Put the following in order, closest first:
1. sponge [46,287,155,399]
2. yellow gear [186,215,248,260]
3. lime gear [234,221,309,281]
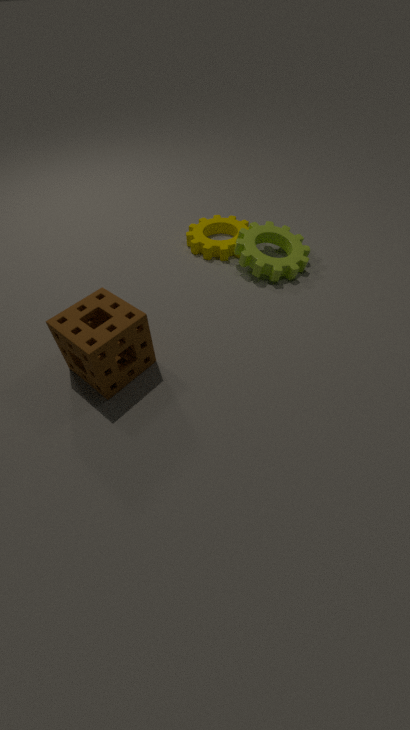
sponge [46,287,155,399] < lime gear [234,221,309,281] < yellow gear [186,215,248,260]
